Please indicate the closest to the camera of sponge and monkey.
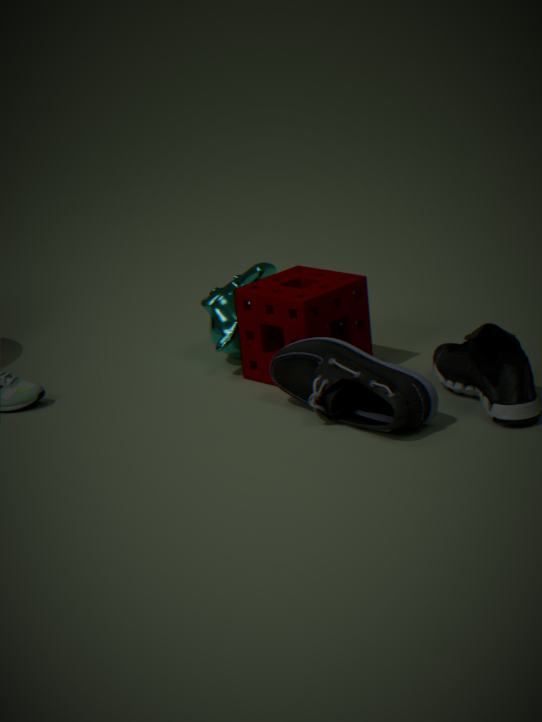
sponge
